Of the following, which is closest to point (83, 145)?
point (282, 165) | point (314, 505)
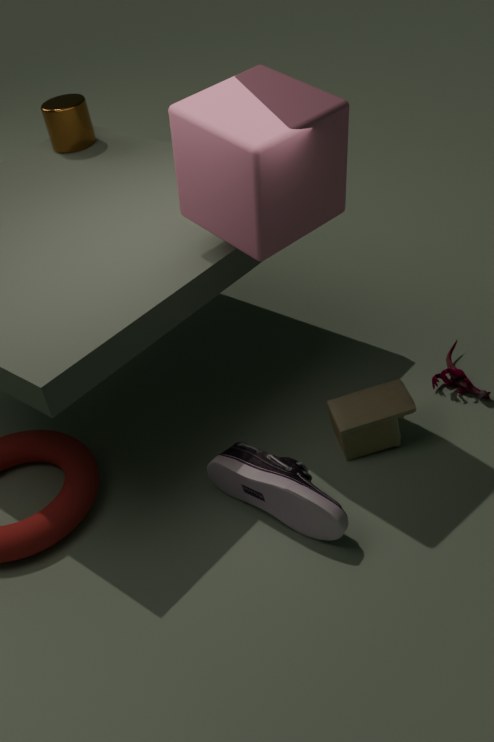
point (282, 165)
